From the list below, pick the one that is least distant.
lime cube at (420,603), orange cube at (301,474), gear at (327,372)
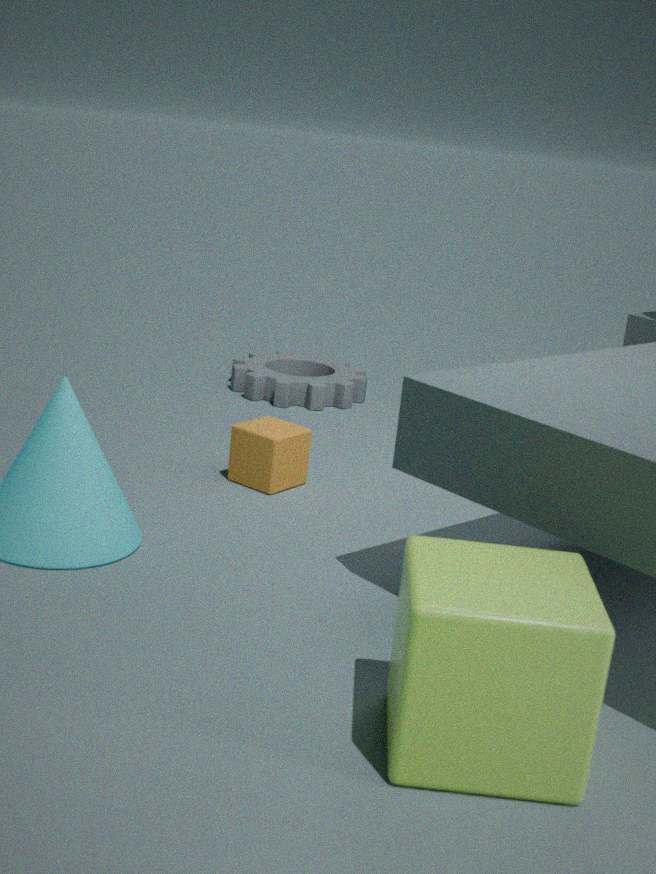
lime cube at (420,603)
